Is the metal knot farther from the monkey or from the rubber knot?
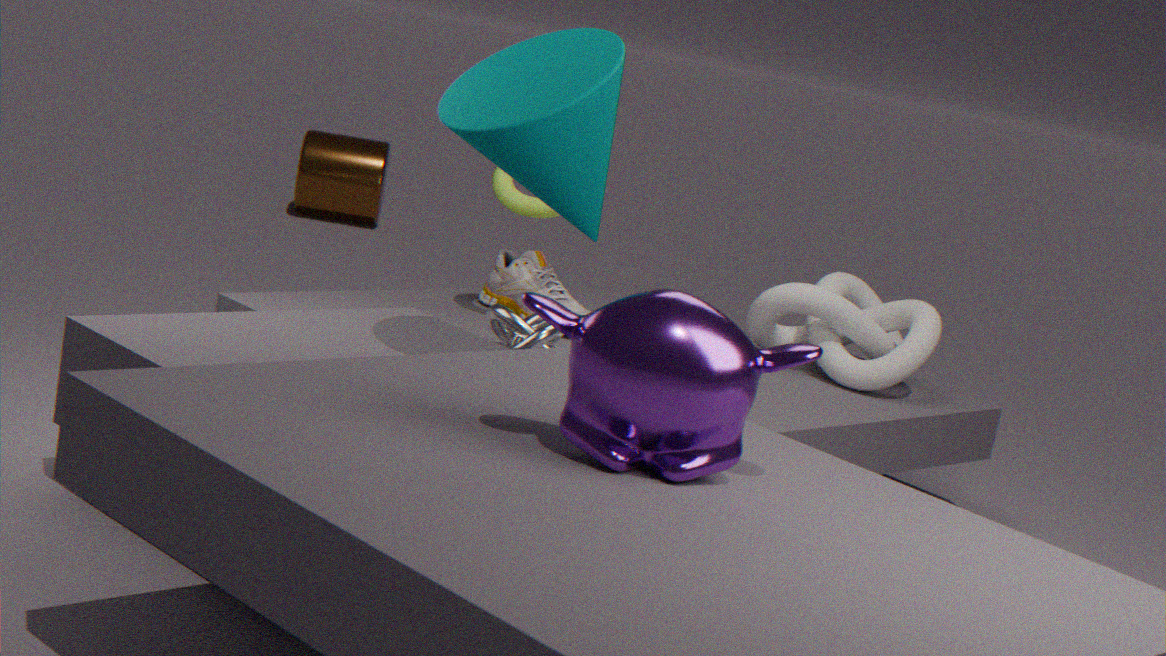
the monkey
